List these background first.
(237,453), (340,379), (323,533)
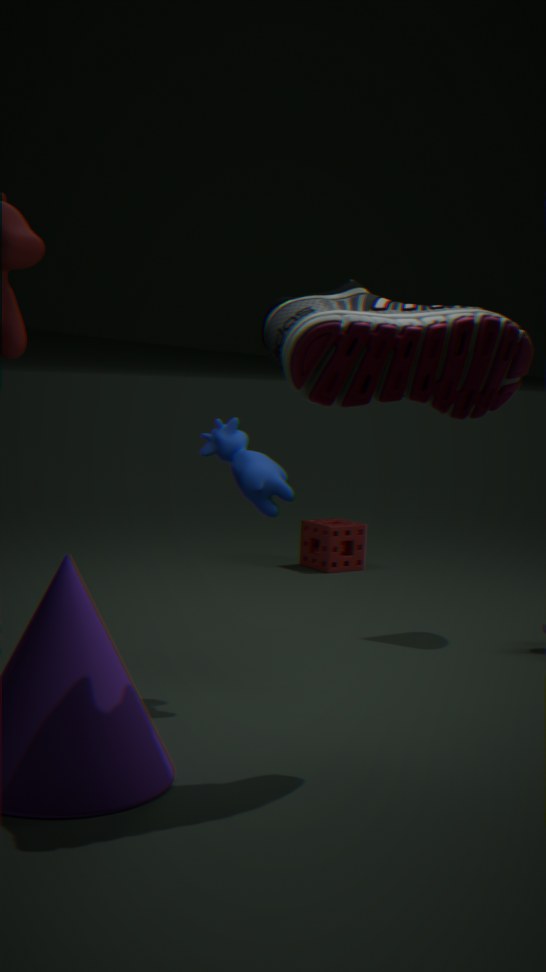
(323,533)
(237,453)
(340,379)
